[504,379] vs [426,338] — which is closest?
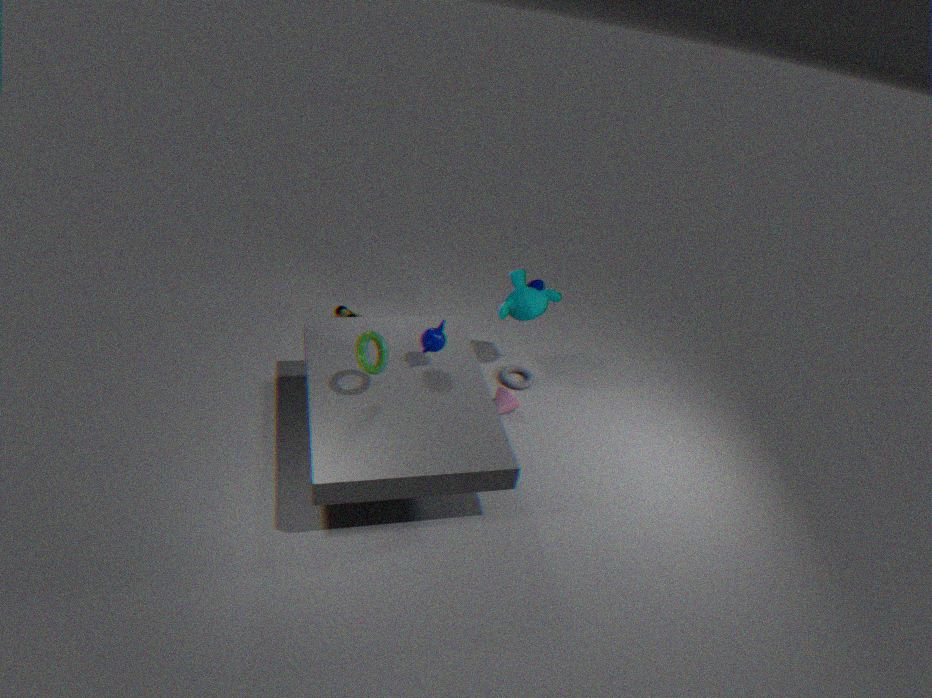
[426,338]
